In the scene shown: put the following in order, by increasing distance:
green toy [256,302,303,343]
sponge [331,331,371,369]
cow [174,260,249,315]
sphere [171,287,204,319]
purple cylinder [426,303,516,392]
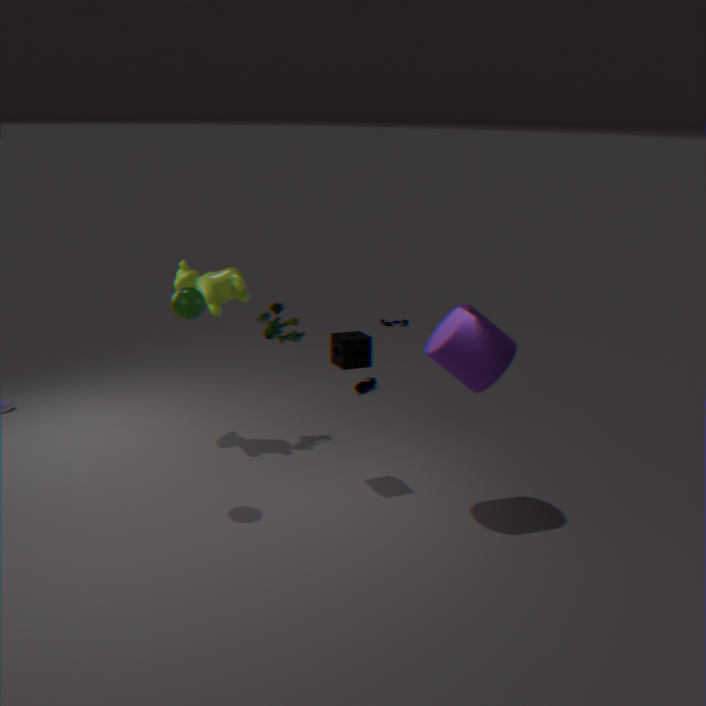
1. purple cylinder [426,303,516,392]
2. sphere [171,287,204,319]
3. sponge [331,331,371,369]
4. cow [174,260,249,315]
5. green toy [256,302,303,343]
